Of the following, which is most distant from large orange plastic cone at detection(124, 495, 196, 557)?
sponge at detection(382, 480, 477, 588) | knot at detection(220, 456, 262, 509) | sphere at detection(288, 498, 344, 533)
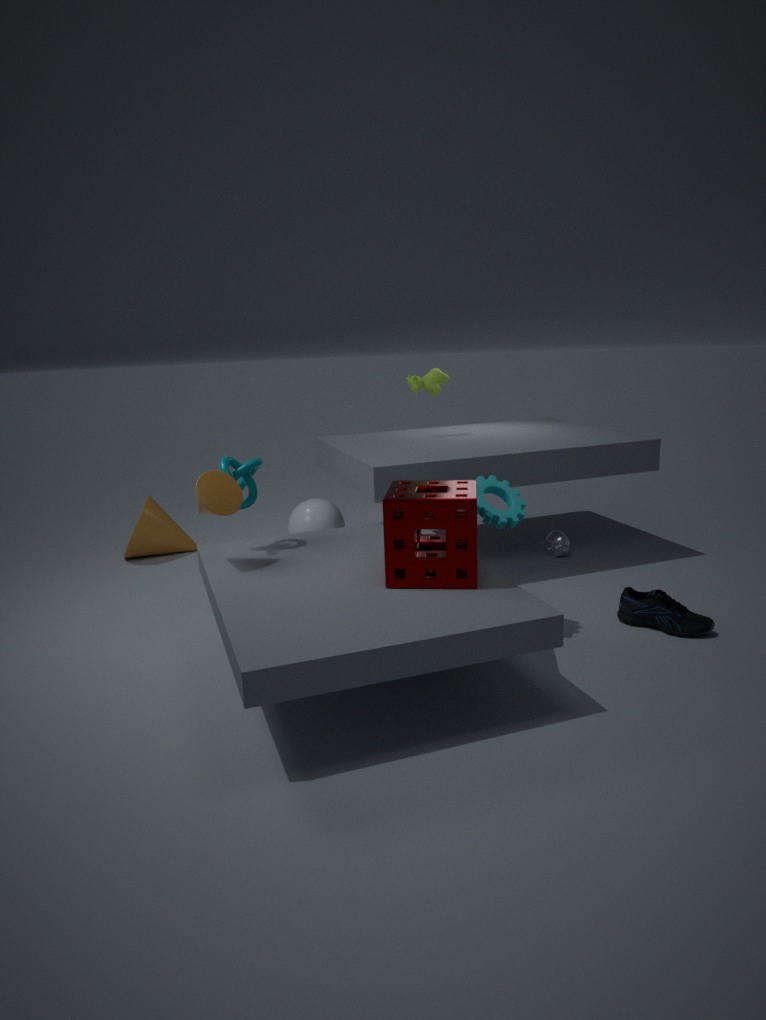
sponge at detection(382, 480, 477, 588)
